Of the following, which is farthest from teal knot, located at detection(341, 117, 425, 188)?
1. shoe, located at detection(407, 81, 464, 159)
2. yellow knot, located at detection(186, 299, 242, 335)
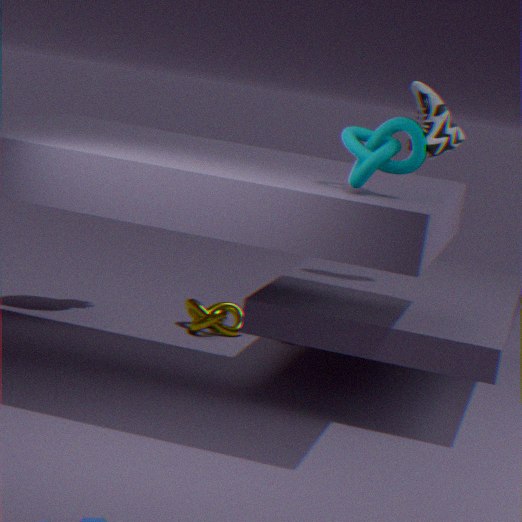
yellow knot, located at detection(186, 299, 242, 335)
